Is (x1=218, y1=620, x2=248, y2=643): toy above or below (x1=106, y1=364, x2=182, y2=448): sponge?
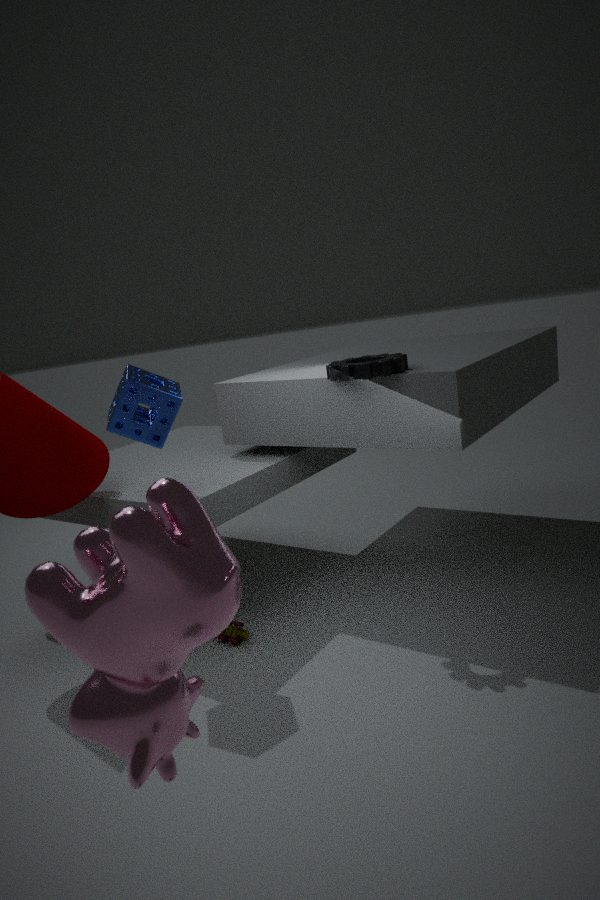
below
